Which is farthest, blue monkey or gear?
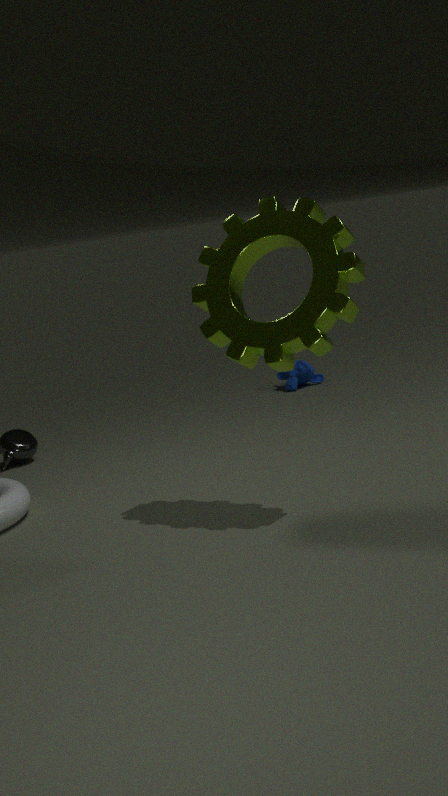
blue monkey
